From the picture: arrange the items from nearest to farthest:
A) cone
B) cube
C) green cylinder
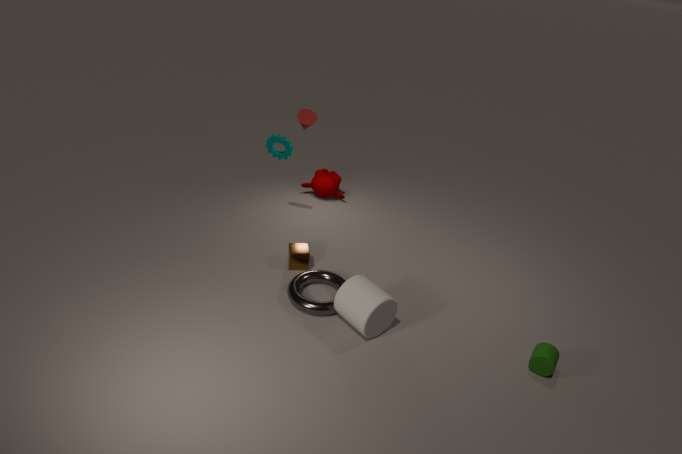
1. green cylinder
2. cube
3. cone
